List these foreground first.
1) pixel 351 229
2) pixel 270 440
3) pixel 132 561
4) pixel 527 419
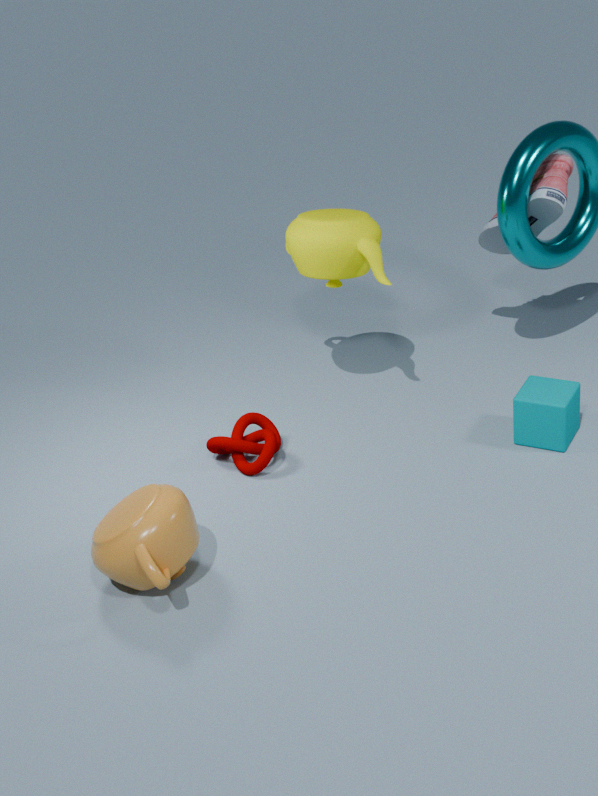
3. pixel 132 561
4. pixel 527 419
2. pixel 270 440
1. pixel 351 229
